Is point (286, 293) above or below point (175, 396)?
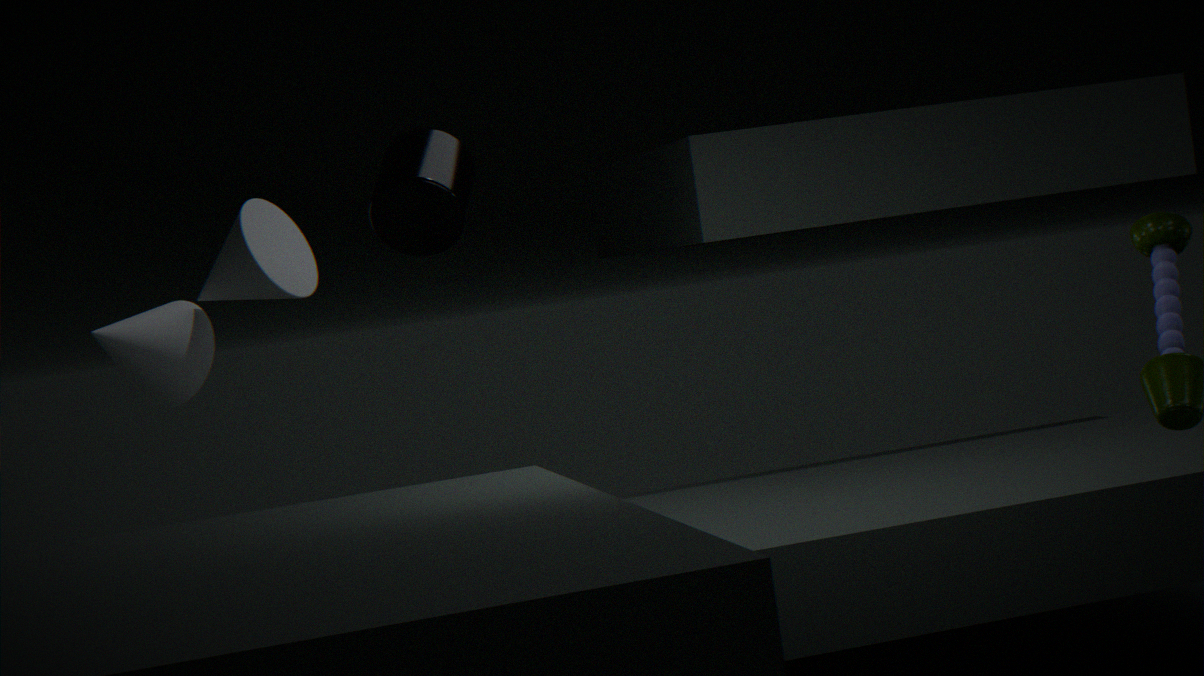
above
